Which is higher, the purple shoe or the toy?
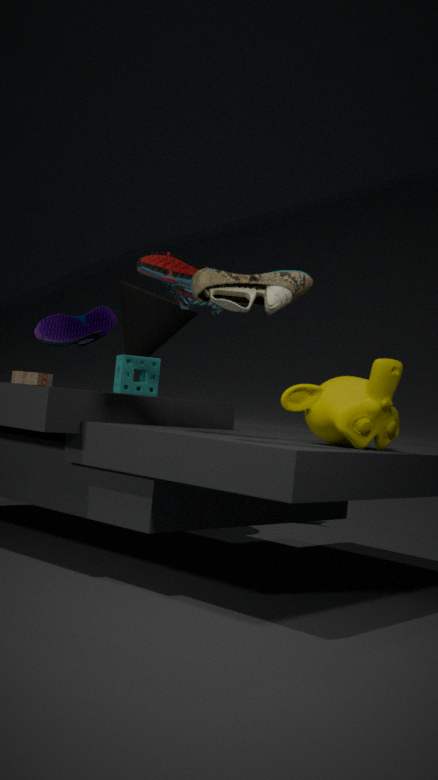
the purple shoe
